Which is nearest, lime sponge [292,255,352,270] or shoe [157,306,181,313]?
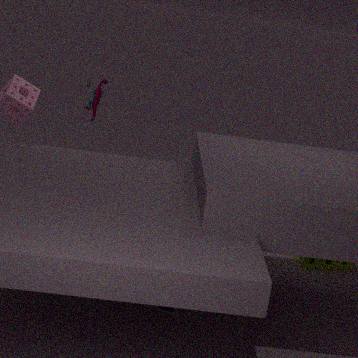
shoe [157,306,181,313]
